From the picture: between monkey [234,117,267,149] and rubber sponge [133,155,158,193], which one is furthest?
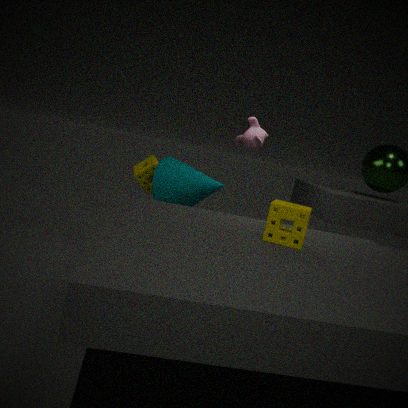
rubber sponge [133,155,158,193]
